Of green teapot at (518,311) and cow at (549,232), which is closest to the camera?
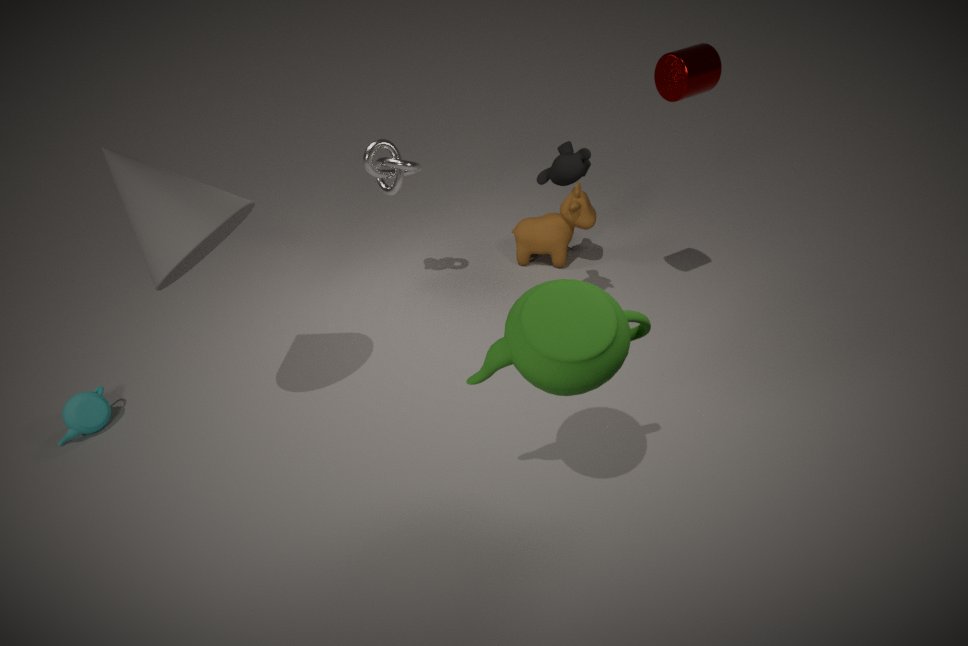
green teapot at (518,311)
